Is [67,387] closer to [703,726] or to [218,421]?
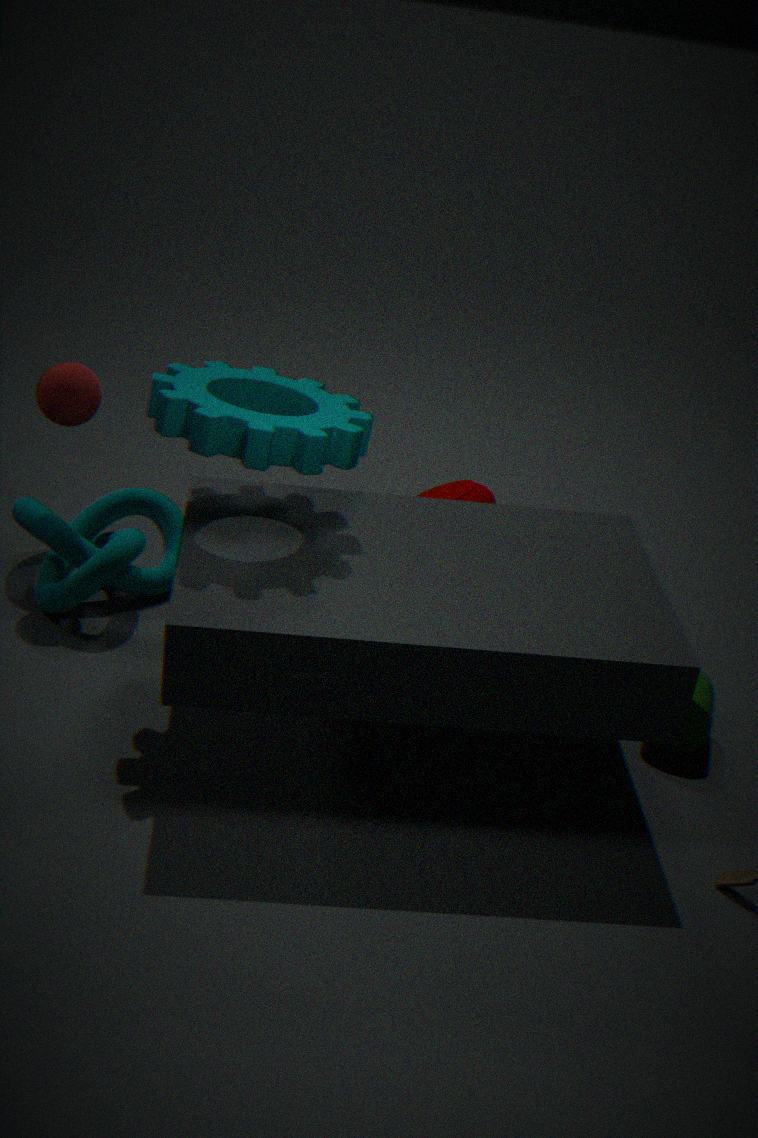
[218,421]
